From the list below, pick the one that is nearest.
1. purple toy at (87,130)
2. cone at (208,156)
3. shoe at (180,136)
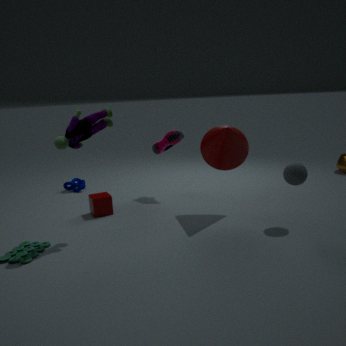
purple toy at (87,130)
